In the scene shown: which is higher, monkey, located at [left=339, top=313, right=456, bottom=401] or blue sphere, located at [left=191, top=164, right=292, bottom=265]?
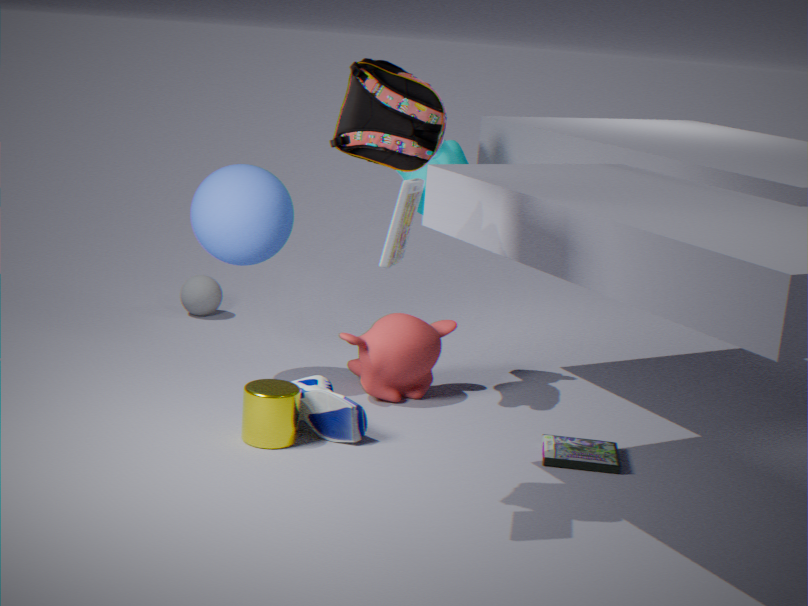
blue sphere, located at [left=191, top=164, right=292, bottom=265]
